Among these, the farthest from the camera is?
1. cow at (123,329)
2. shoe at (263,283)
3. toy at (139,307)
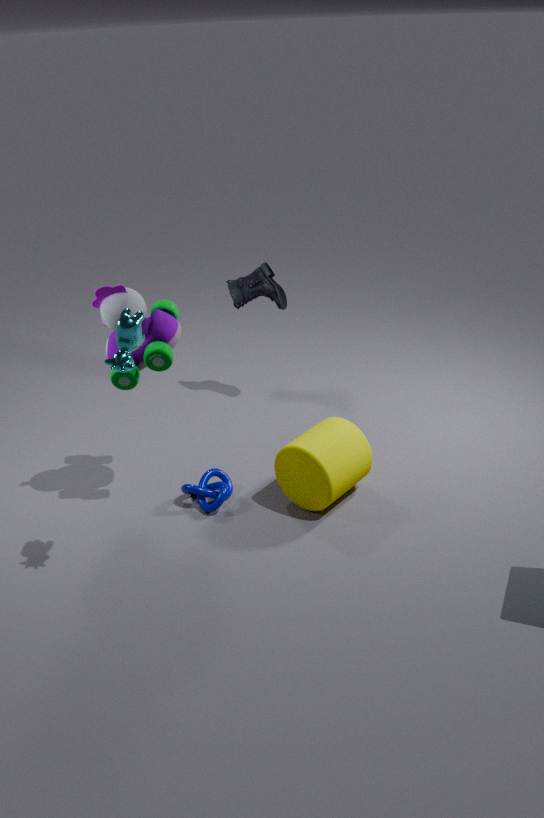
shoe at (263,283)
